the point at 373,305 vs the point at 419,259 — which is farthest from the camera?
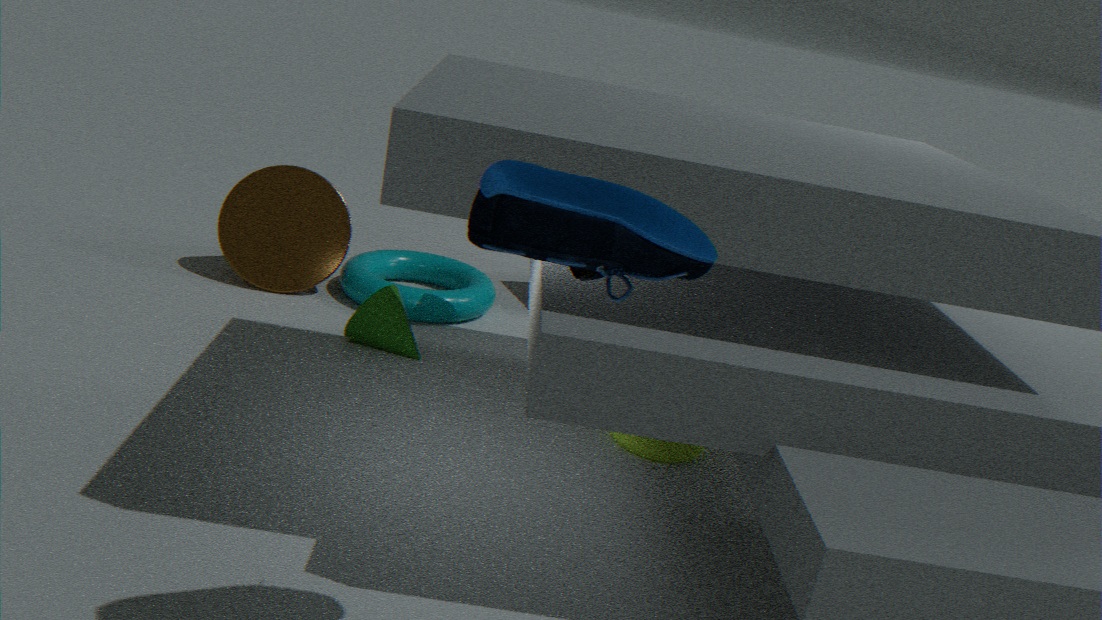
the point at 419,259
